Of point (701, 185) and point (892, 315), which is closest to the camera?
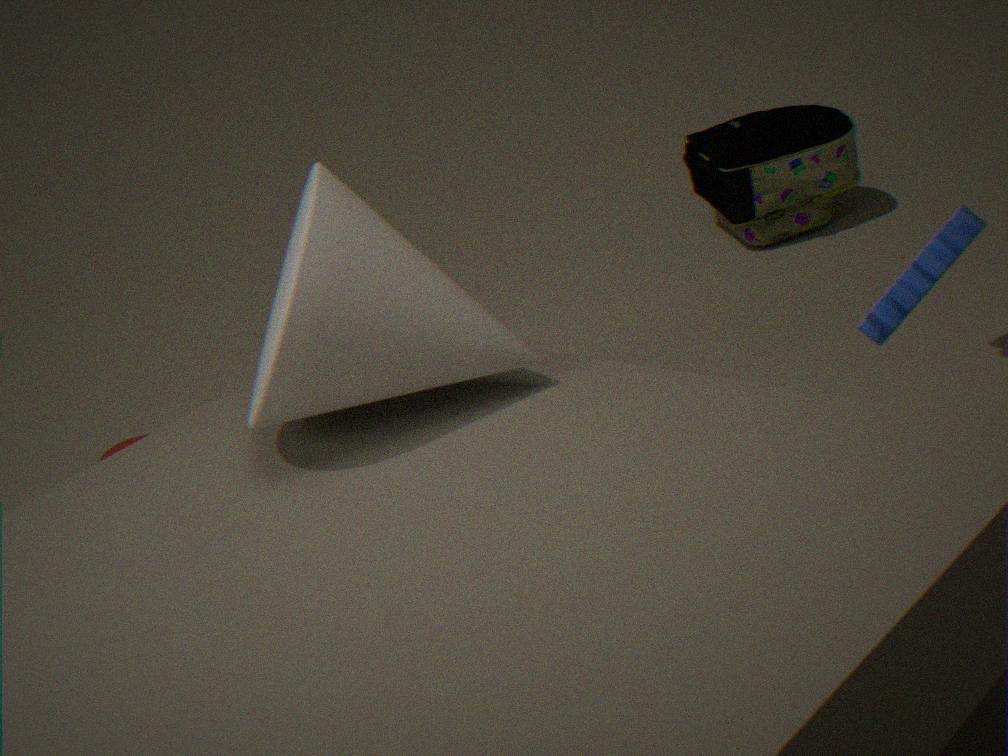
point (892, 315)
